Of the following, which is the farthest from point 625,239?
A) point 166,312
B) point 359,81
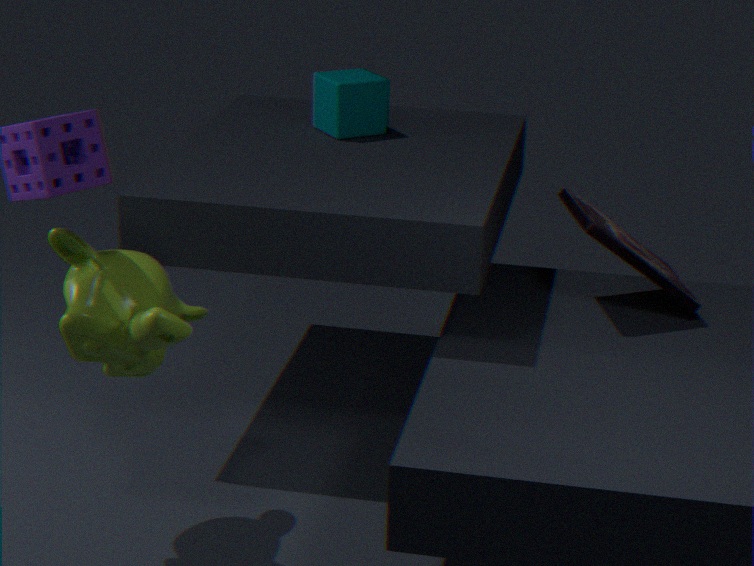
point 166,312
